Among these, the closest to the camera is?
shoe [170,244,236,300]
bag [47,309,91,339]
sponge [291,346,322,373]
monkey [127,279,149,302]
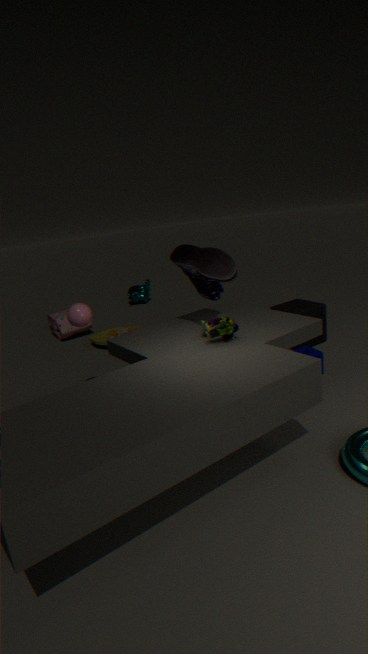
shoe [170,244,236,300]
